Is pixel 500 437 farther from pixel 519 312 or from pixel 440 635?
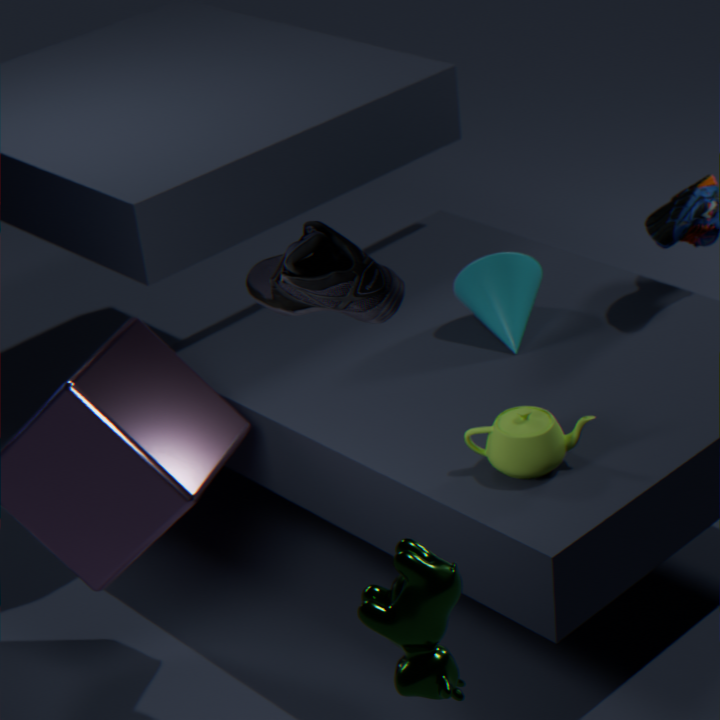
pixel 440 635
